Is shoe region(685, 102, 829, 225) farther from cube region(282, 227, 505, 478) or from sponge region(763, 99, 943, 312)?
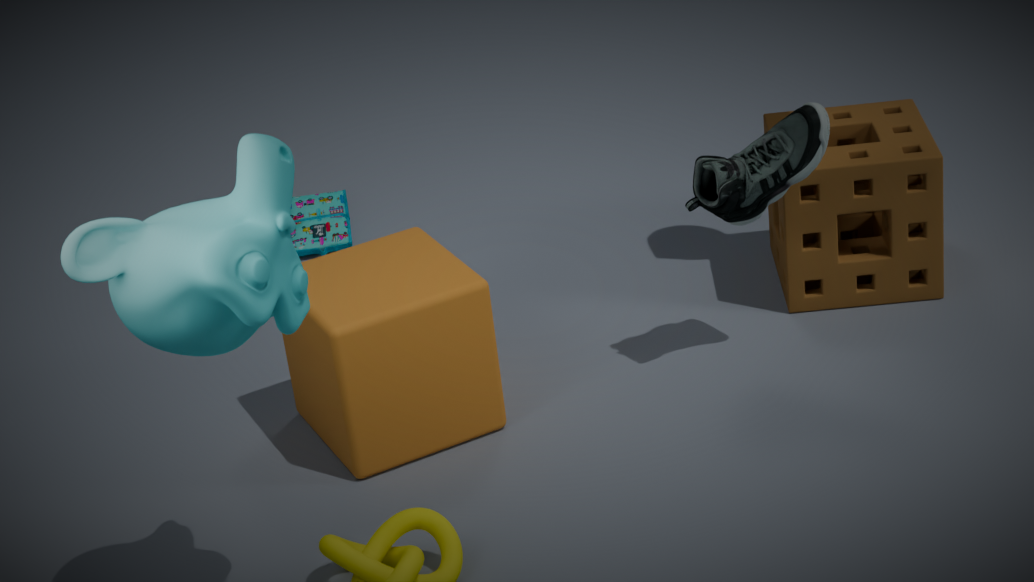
cube region(282, 227, 505, 478)
